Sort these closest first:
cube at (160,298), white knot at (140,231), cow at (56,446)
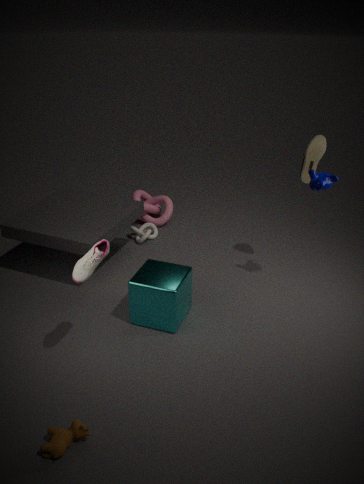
cow at (56,446), cube at (160,298), white knot at (140,231)
